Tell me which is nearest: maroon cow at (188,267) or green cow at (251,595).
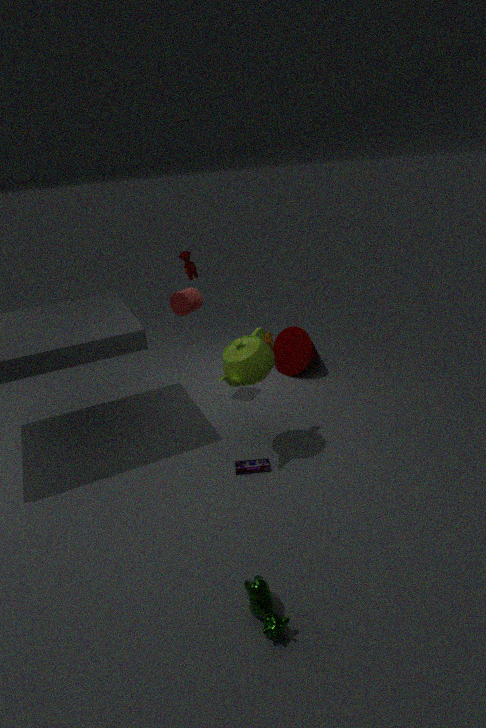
green cow at (251,595)
